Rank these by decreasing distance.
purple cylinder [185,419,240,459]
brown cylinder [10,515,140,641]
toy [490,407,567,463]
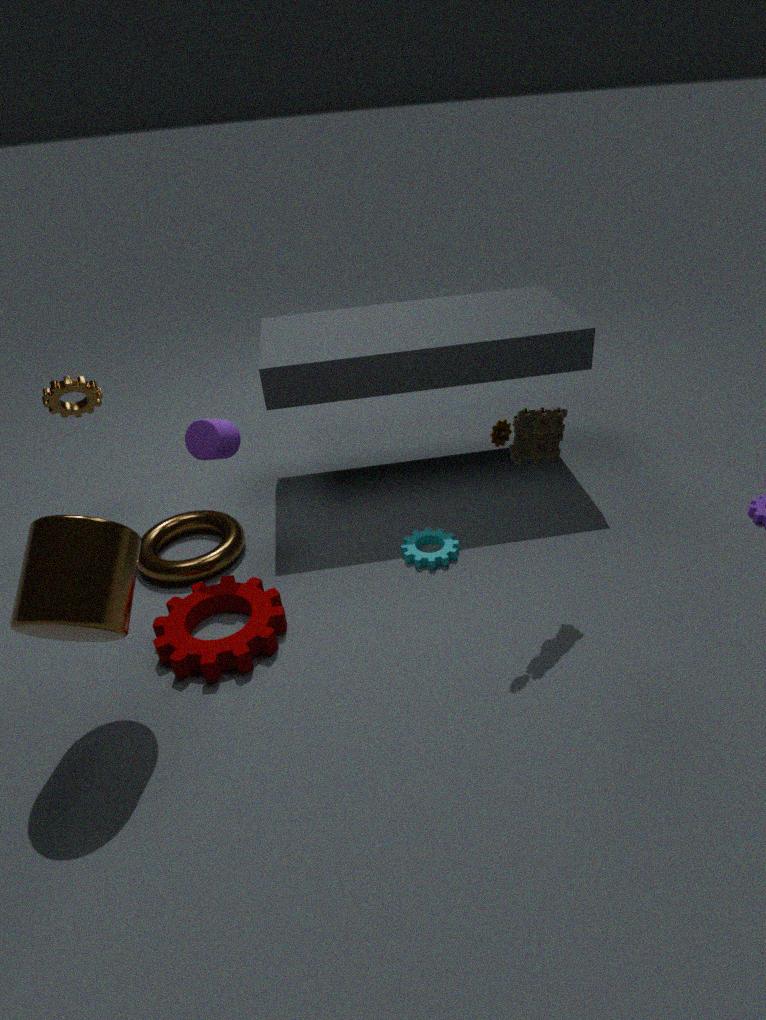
purple cylinder [185,419,240,459]
toy [490,407,567,463]
brown cylinder [10,515,140,641]
